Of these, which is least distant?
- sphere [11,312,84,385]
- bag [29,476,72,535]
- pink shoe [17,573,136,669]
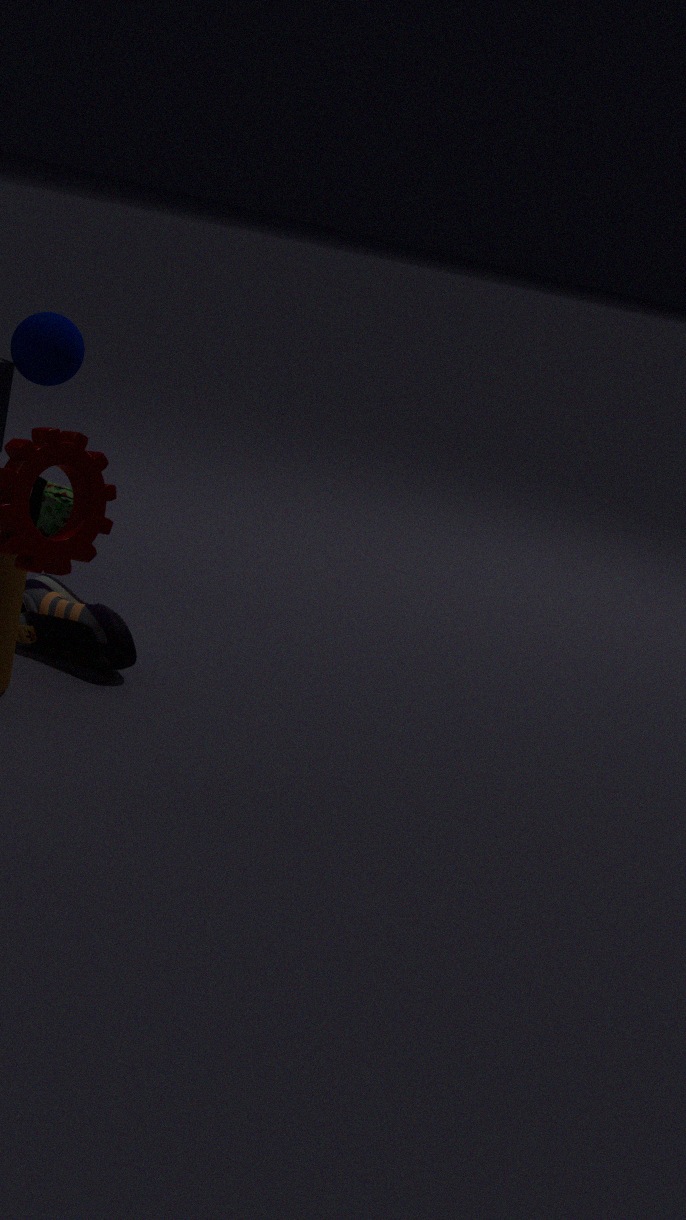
pink shoe [17,573,136,669]
